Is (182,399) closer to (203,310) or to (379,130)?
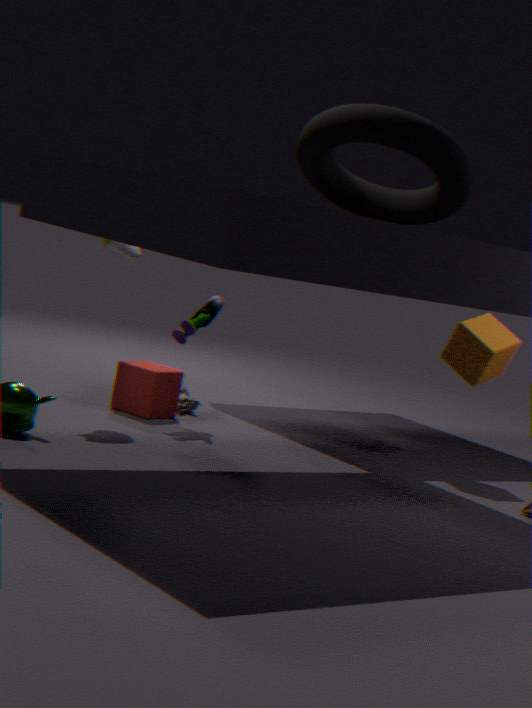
(203,310)
